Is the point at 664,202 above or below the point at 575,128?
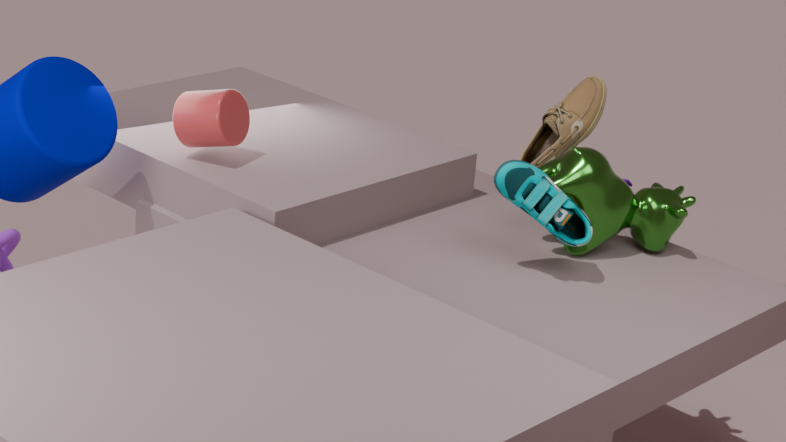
below
